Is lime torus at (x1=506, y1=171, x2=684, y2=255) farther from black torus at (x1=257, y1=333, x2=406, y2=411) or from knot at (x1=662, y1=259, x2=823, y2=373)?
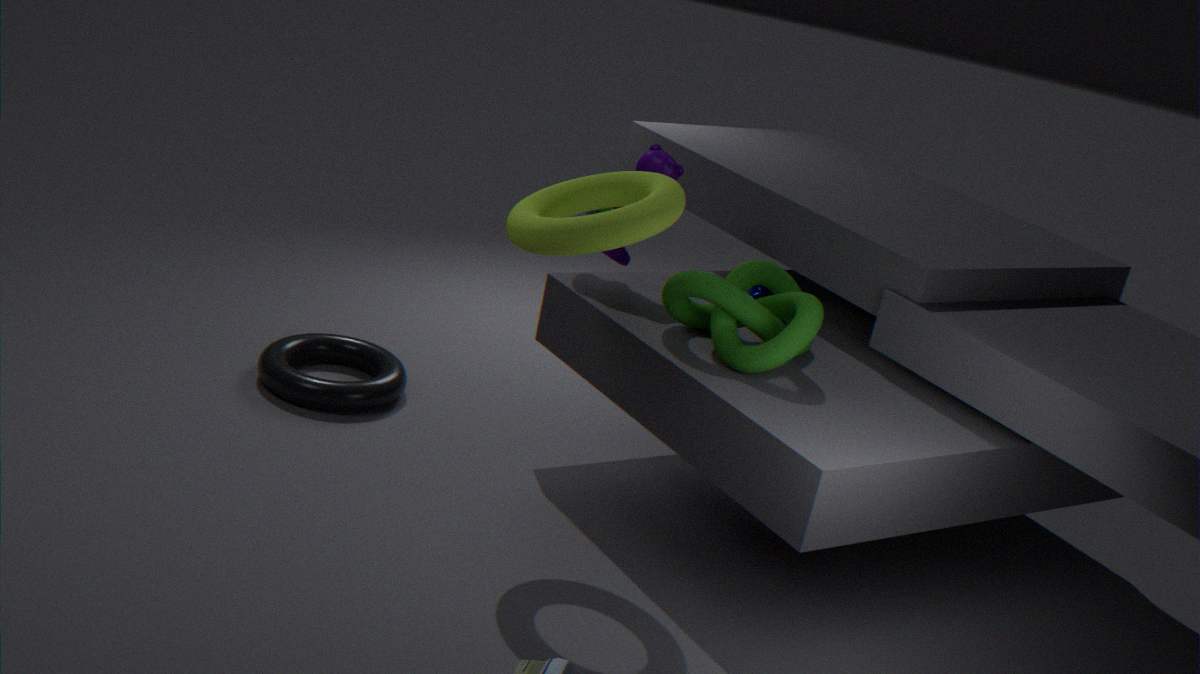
black torus at (x1=257, y1=333, x2=406, y2=411)
